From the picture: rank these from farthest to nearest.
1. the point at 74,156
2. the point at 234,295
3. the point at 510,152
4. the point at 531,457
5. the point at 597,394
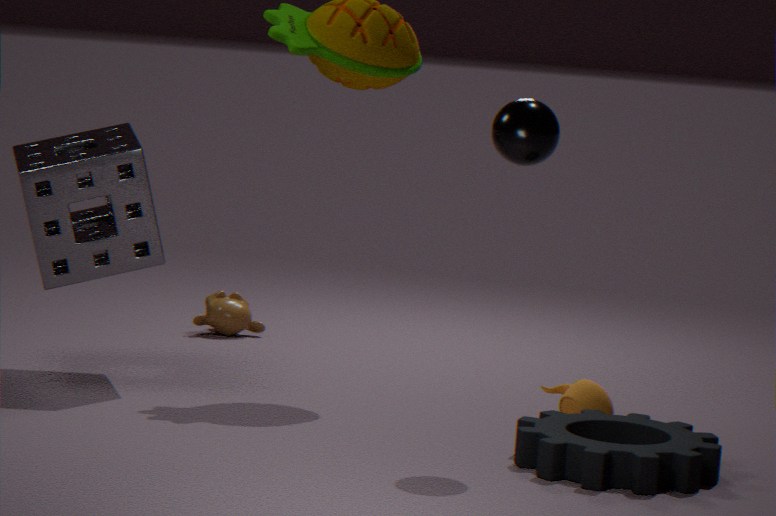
the point at 234,295, the point at 74,156, the point at 597,394, the point at 531,457, the point at 510,152
